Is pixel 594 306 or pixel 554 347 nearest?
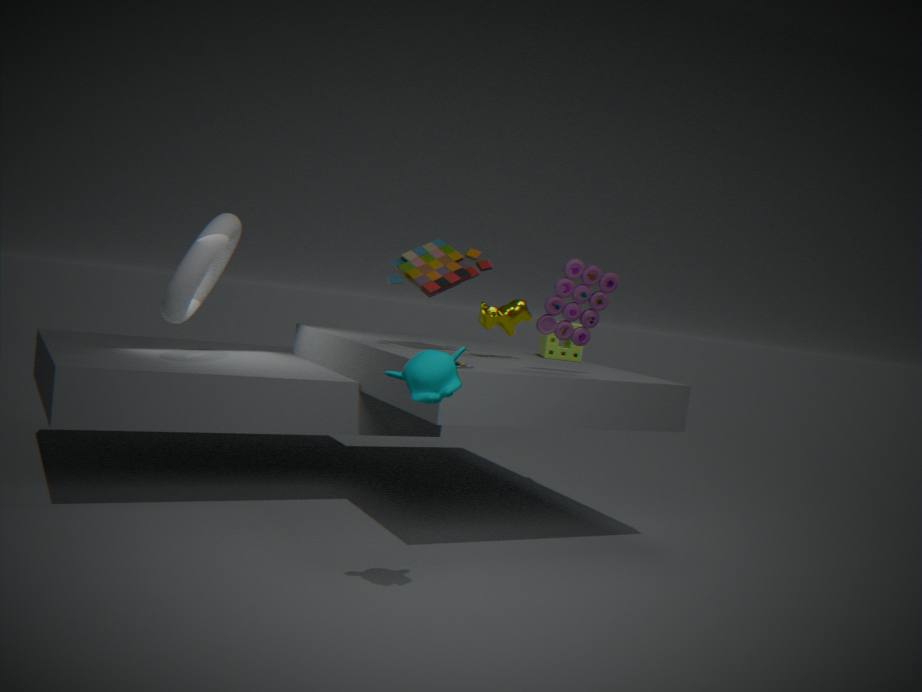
pixel 594 306
